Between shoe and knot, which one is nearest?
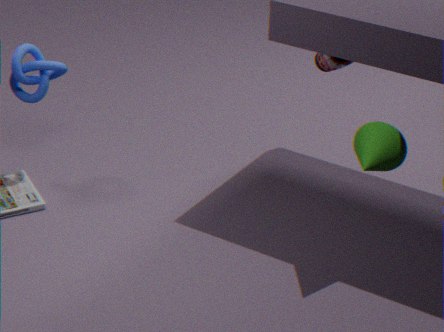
knot
